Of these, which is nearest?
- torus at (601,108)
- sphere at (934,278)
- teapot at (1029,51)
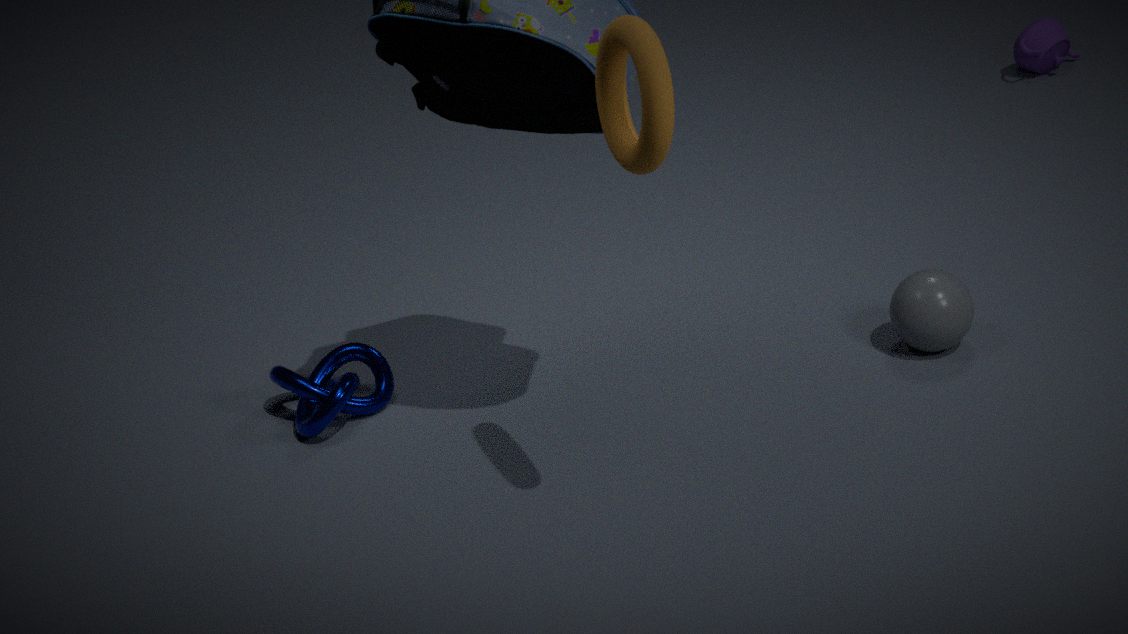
torus at (601,108)
